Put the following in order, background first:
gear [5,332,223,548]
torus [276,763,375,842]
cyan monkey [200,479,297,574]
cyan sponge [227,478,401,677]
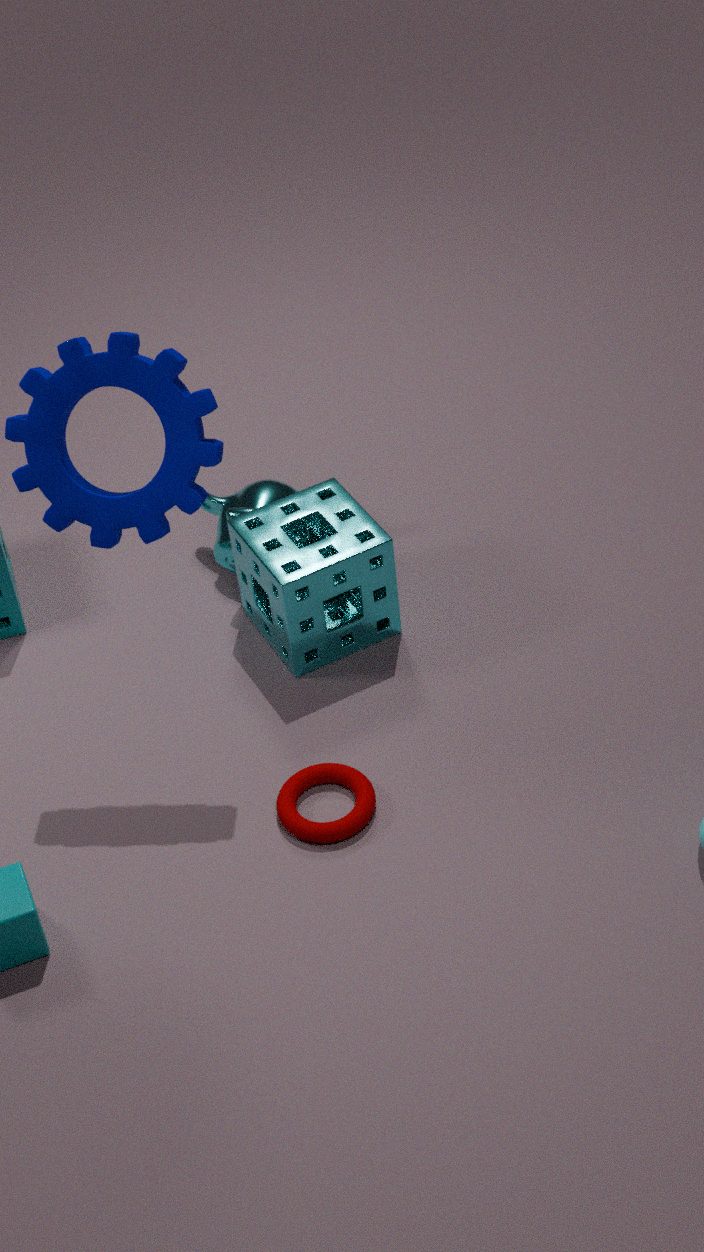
cyan monkey [200,479,297,574]
cyan sponge [227,478,401,677]
torus [276,763,375,842]
gear [5,332,223,548]
